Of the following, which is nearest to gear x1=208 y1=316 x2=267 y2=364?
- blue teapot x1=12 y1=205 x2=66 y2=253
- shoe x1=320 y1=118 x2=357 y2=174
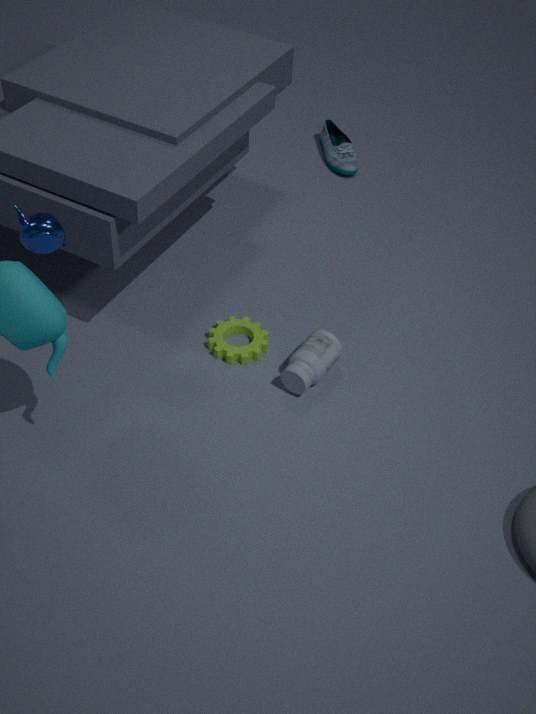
blue teapot x1=12 y1=205 x2=66 y2=253
